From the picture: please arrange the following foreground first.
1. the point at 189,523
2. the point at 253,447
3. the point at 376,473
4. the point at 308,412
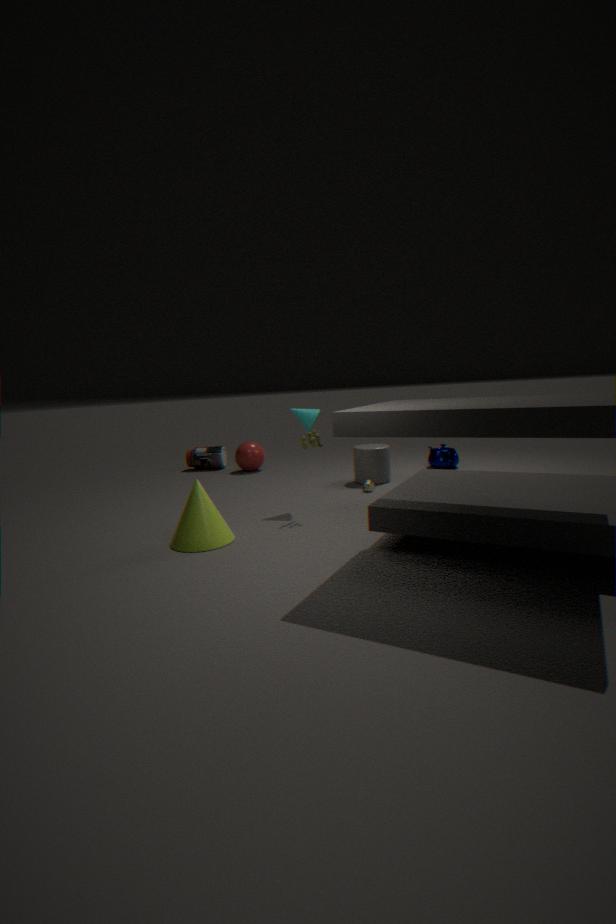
the point at 189,523
the point at 308,412
the point at 376,473
the point at 253,447
